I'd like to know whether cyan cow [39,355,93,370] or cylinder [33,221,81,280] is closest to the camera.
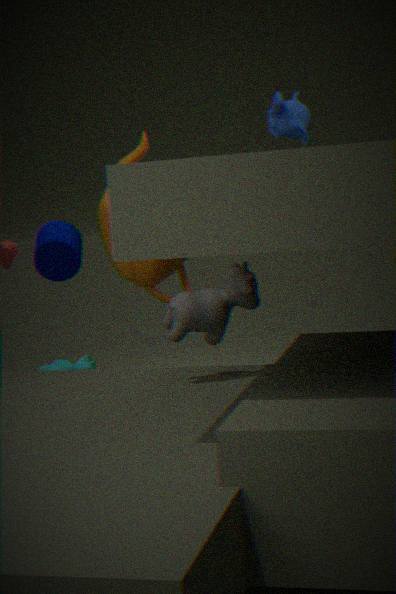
cylinder [33,221,81,280]
